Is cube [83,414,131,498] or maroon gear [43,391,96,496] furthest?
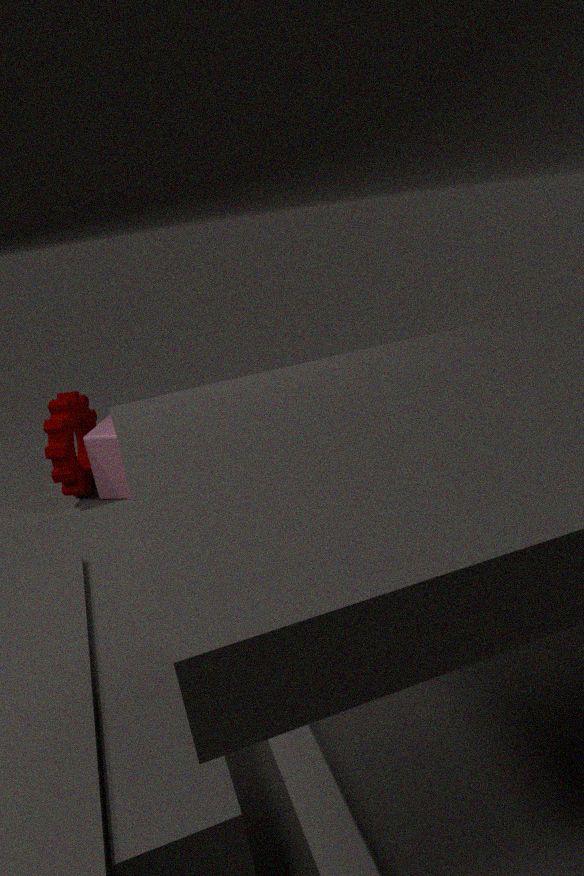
cube [83,414,131,498]
